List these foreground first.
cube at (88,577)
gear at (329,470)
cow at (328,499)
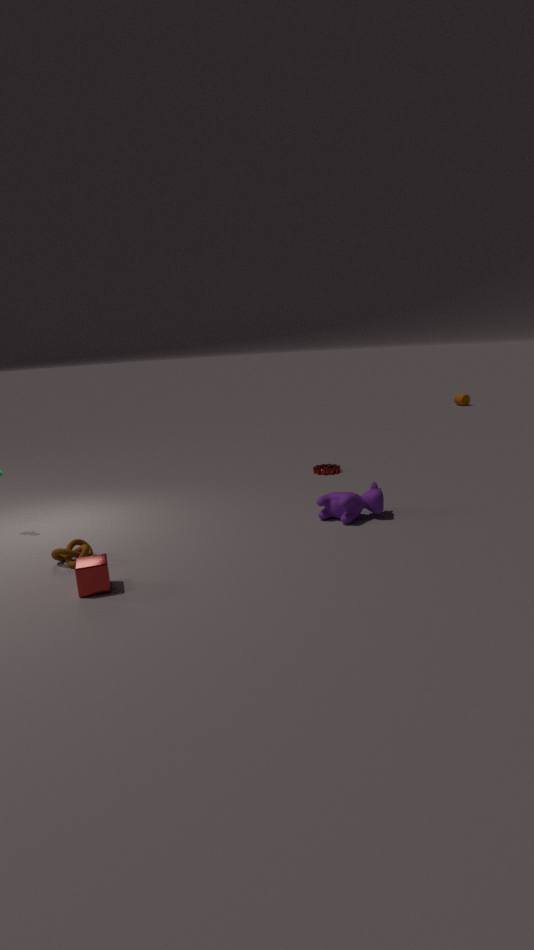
cube at (88,577)
cow at (328,499)
gear at (329,470)
